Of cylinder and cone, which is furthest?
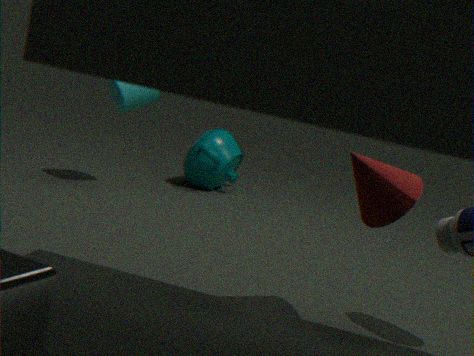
cylinder
